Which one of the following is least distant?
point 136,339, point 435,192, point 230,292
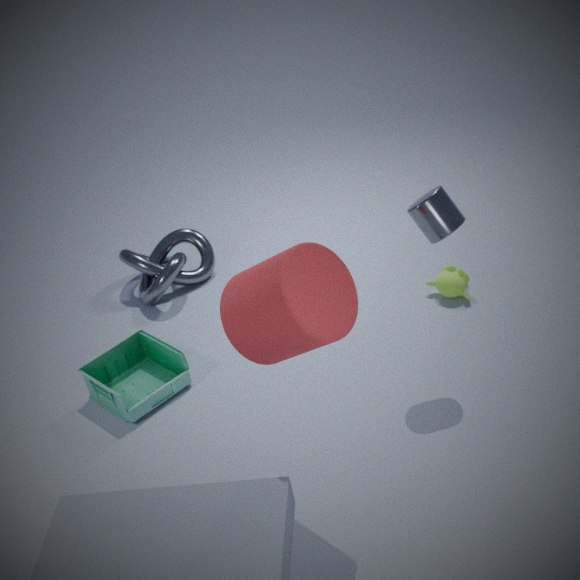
point 230,292
